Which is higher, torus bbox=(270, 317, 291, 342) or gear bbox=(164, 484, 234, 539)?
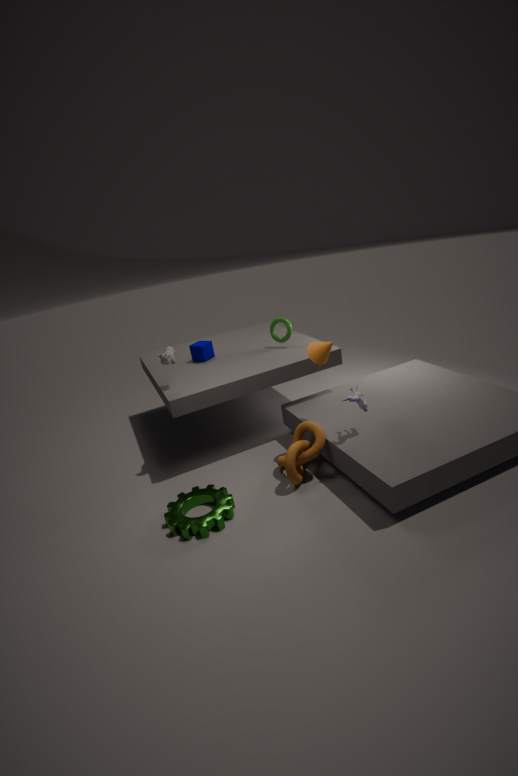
torus bbox=(270, 317, 291, 342)
